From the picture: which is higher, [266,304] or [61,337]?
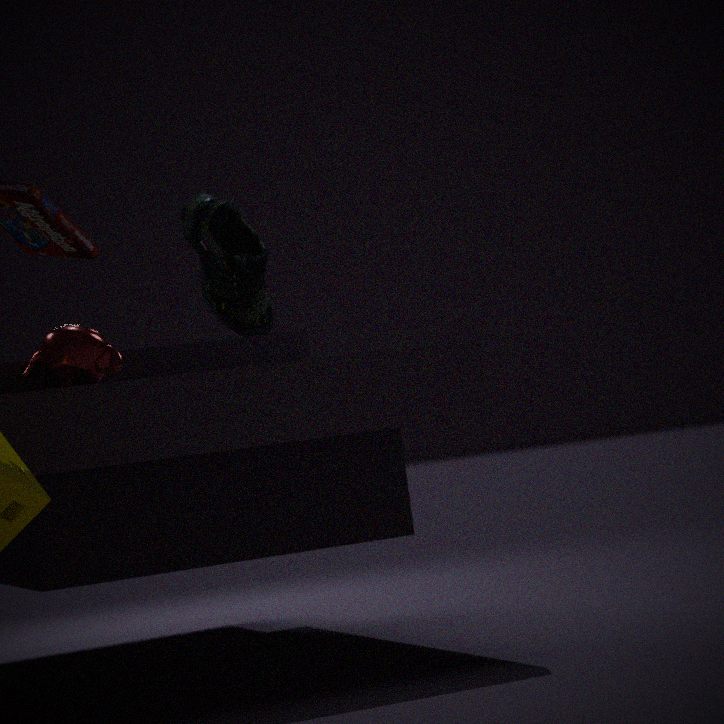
[266,304]
